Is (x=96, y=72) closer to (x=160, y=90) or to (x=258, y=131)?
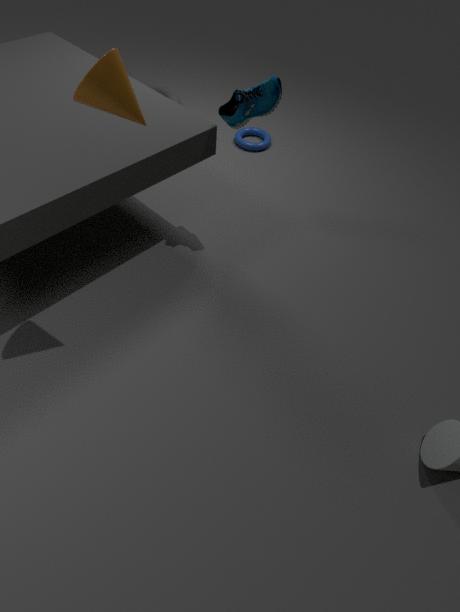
(x=258, y=131)
